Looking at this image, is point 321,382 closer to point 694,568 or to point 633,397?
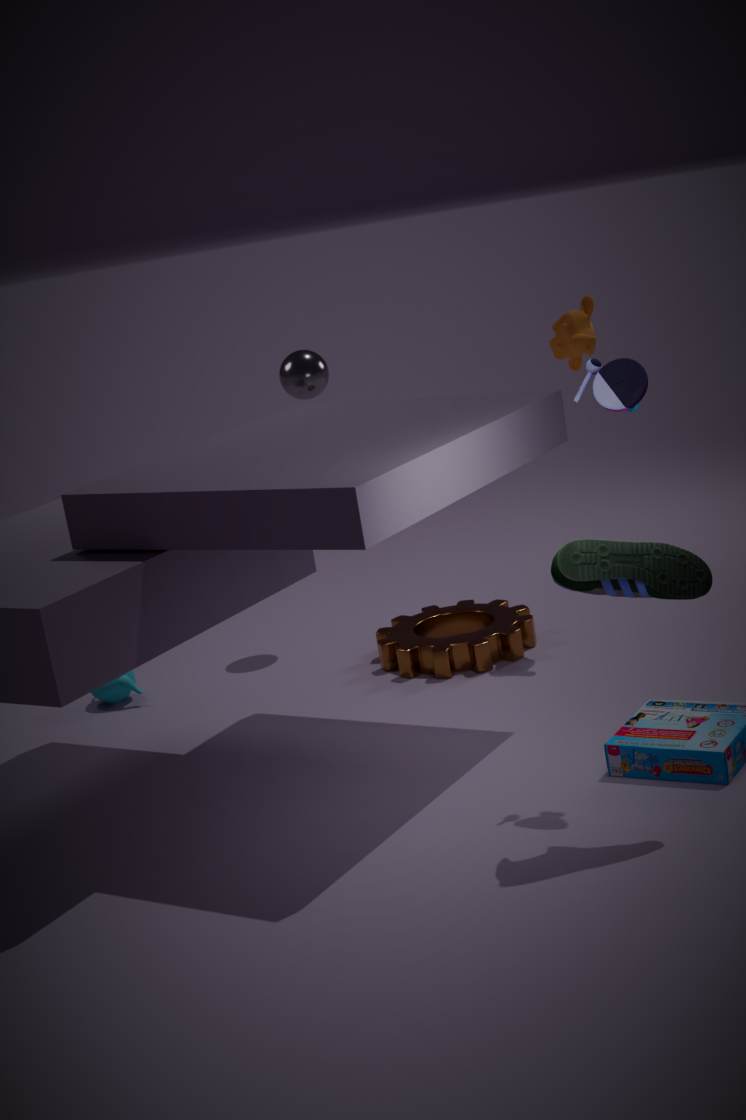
point 633,397
